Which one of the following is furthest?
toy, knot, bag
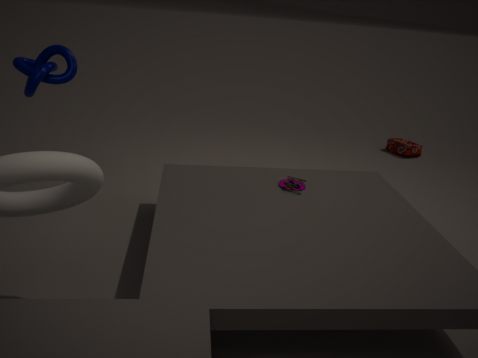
bag
